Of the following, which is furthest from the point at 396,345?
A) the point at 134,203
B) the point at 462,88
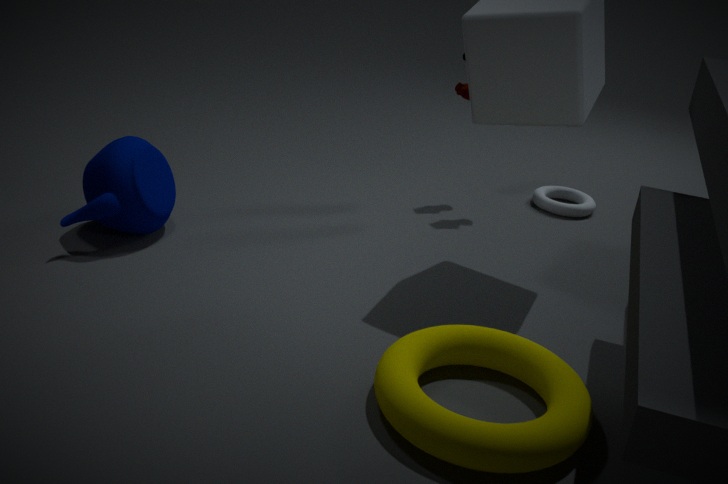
the point at 462,88
